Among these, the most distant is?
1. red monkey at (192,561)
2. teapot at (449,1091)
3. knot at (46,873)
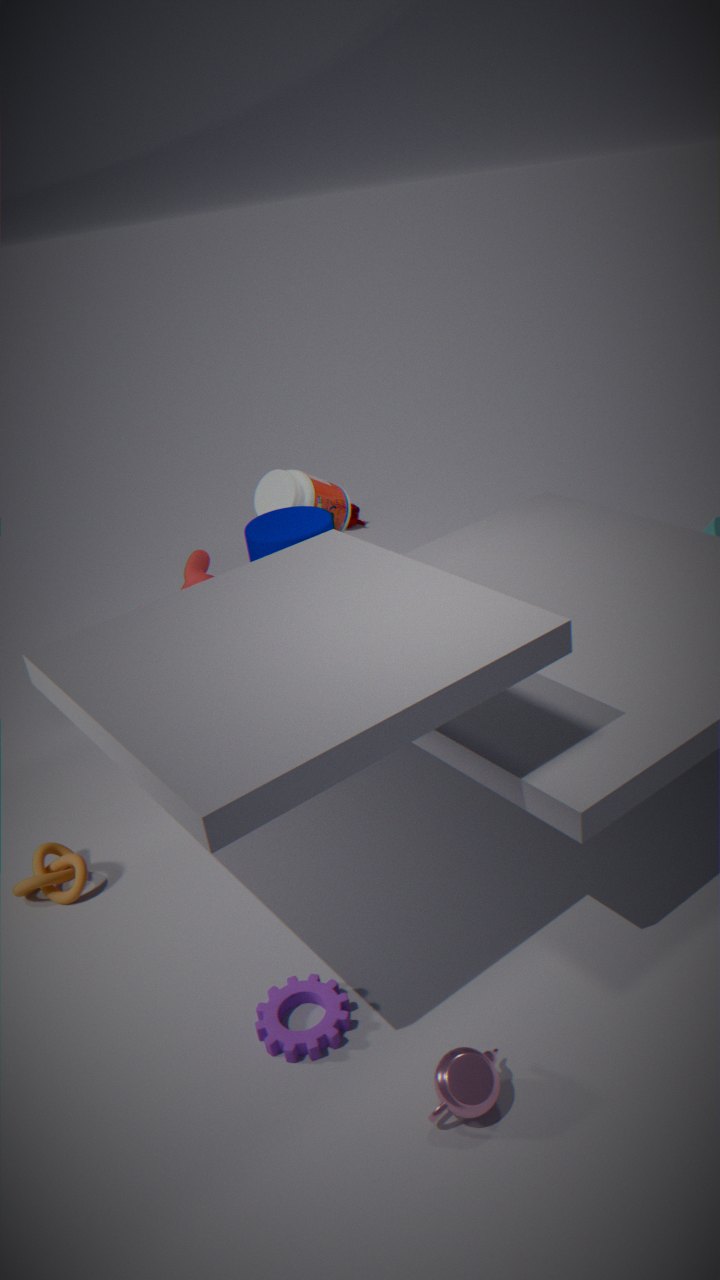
red monkey at (192,561)
